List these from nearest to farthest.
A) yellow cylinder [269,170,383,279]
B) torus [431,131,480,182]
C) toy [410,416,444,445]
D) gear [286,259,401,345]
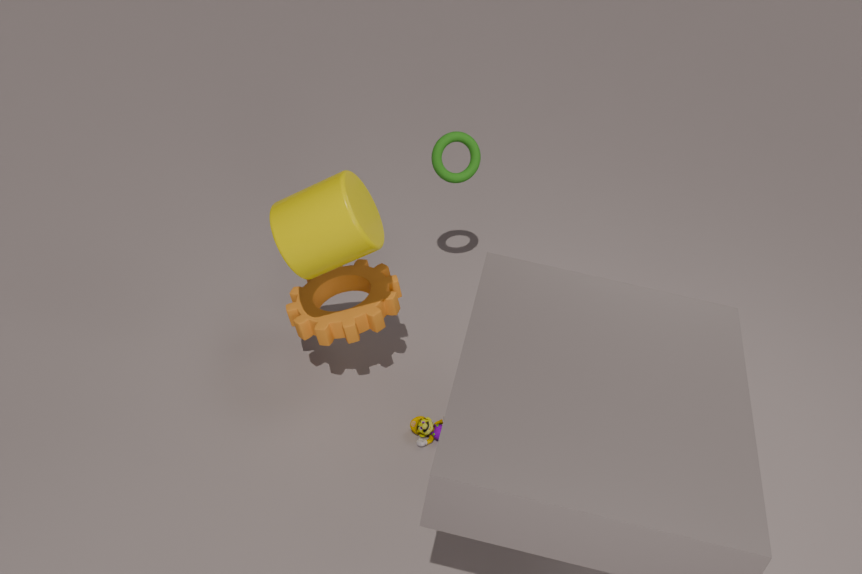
yellow cylinder [269,170,383,279] → gear [286,259,401,345] → toy [410,416,444,445] → torus [431,131,480,182]
